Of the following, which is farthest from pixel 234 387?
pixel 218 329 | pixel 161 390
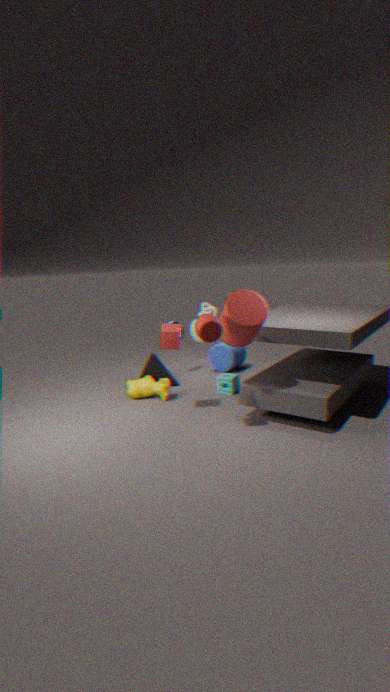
pixel 218 329
